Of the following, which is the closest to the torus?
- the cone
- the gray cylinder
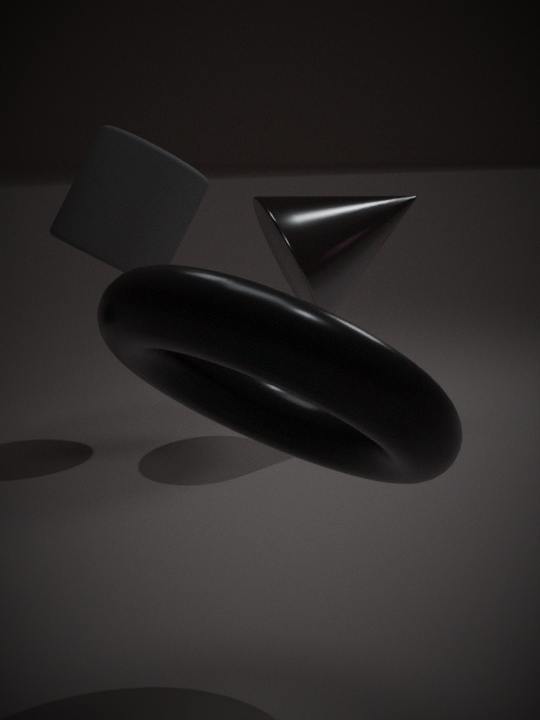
the cone
